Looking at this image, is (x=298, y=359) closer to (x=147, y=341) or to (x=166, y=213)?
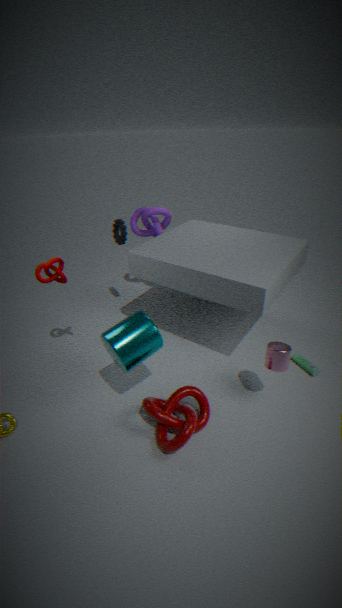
(x=147, y=341)
